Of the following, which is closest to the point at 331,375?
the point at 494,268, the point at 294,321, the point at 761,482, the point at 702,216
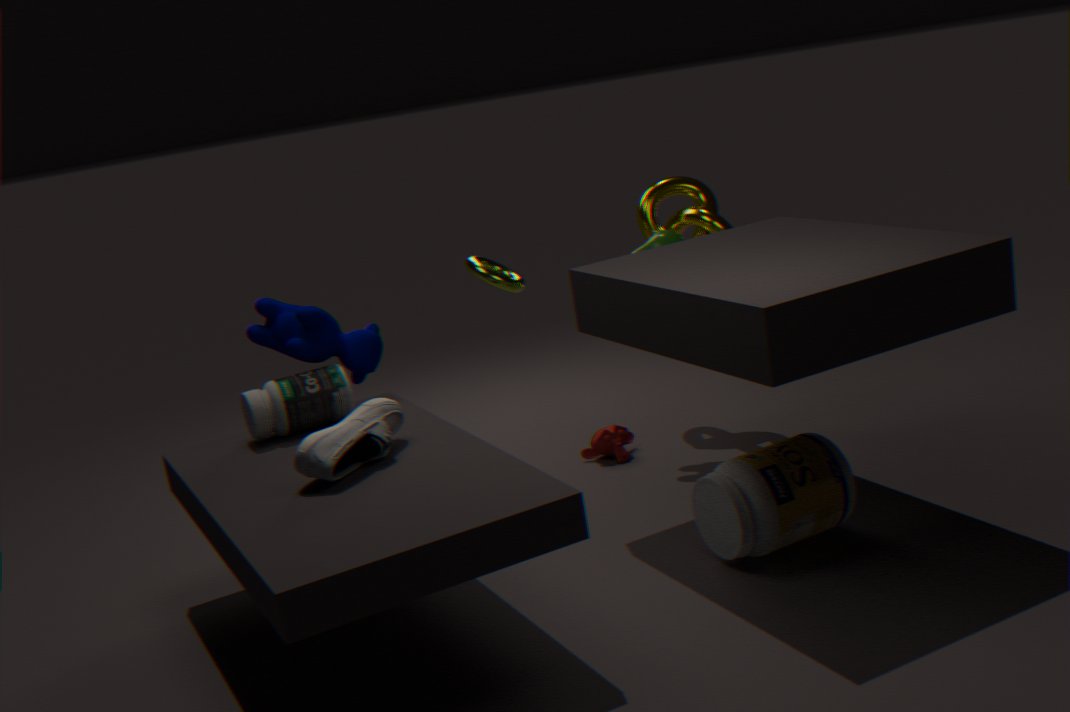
the point at 294,321
